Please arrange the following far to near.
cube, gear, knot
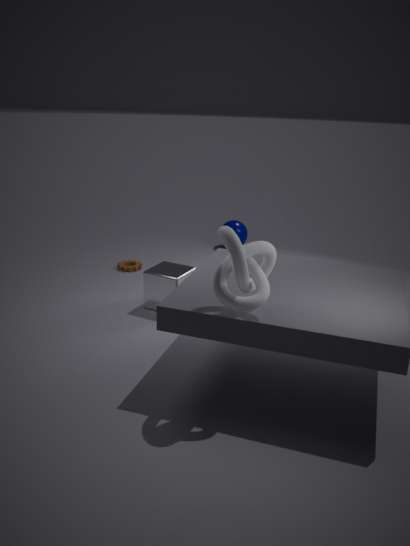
gear < cube < knot
